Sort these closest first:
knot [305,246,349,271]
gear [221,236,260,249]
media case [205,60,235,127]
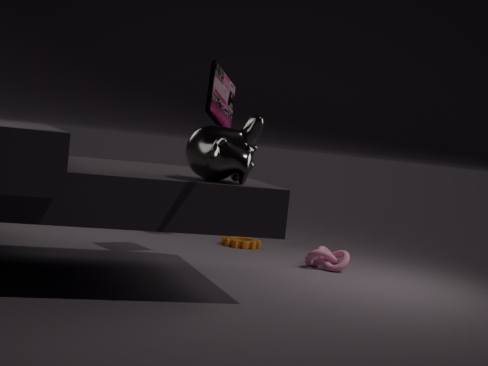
media case [205,60,235,127] → knot [305,246,349,271] → gear [221,236,260,249]
